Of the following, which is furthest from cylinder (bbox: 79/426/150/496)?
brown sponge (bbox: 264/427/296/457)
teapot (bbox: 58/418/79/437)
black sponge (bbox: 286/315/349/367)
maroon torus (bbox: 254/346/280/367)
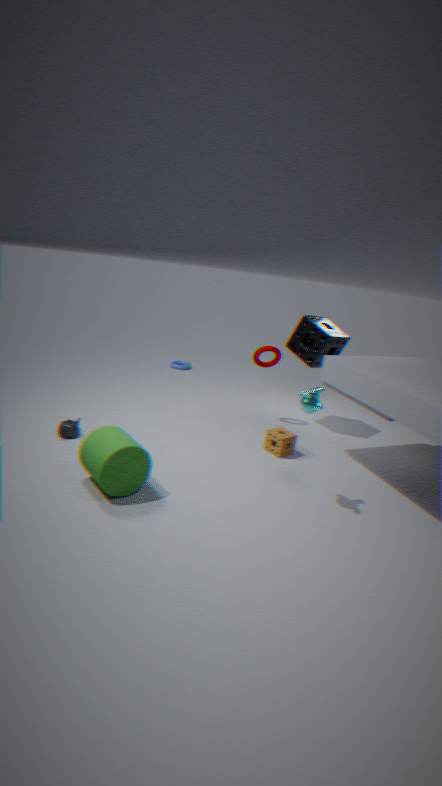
black sponge (bbox: 286/315/349/367)
